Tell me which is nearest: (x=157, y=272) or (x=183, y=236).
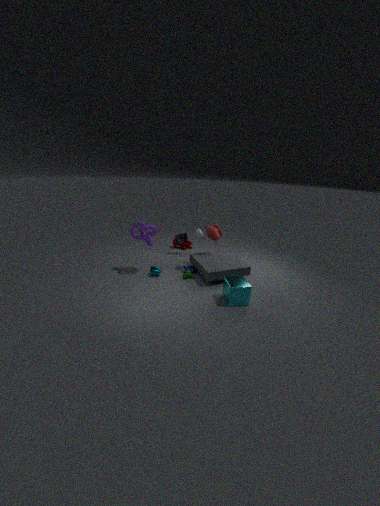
(x=157, y=272)
